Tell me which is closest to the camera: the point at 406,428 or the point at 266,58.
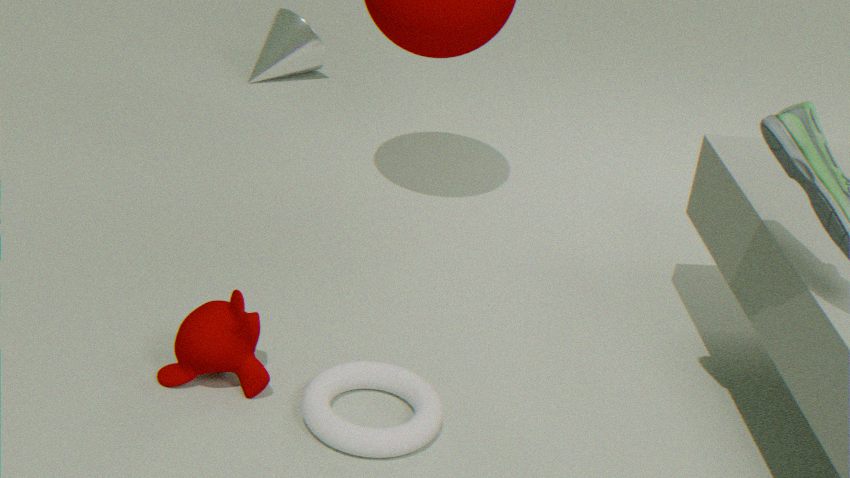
the point at 406,428
